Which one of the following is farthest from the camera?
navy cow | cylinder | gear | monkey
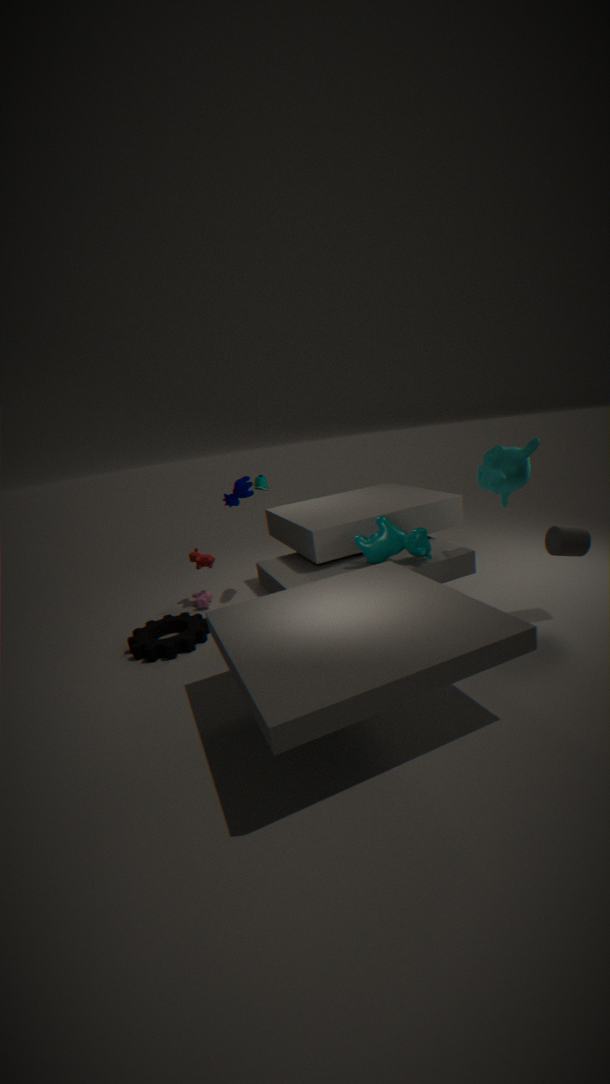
navy cow
